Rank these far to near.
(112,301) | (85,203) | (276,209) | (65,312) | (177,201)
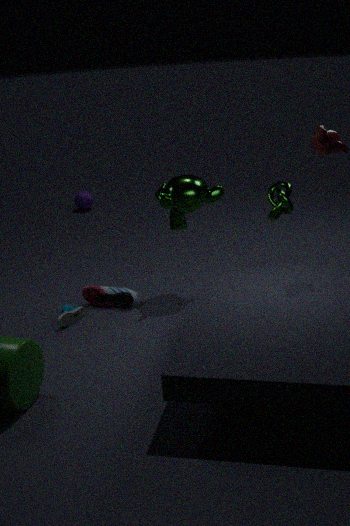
1. (85,203)
2. (112,301)
3. (177,201)
4. (276,209)
5. (65,312)
